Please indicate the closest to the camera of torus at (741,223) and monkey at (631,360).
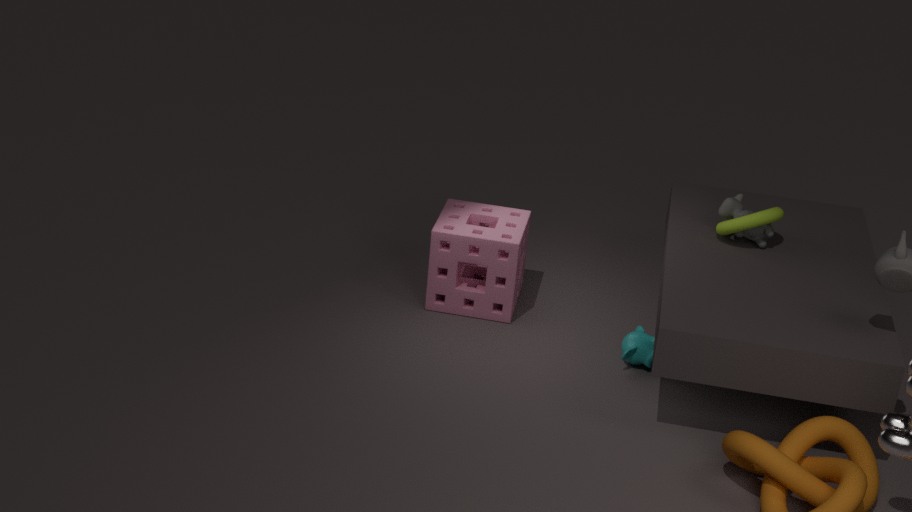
torus at (741,223)
